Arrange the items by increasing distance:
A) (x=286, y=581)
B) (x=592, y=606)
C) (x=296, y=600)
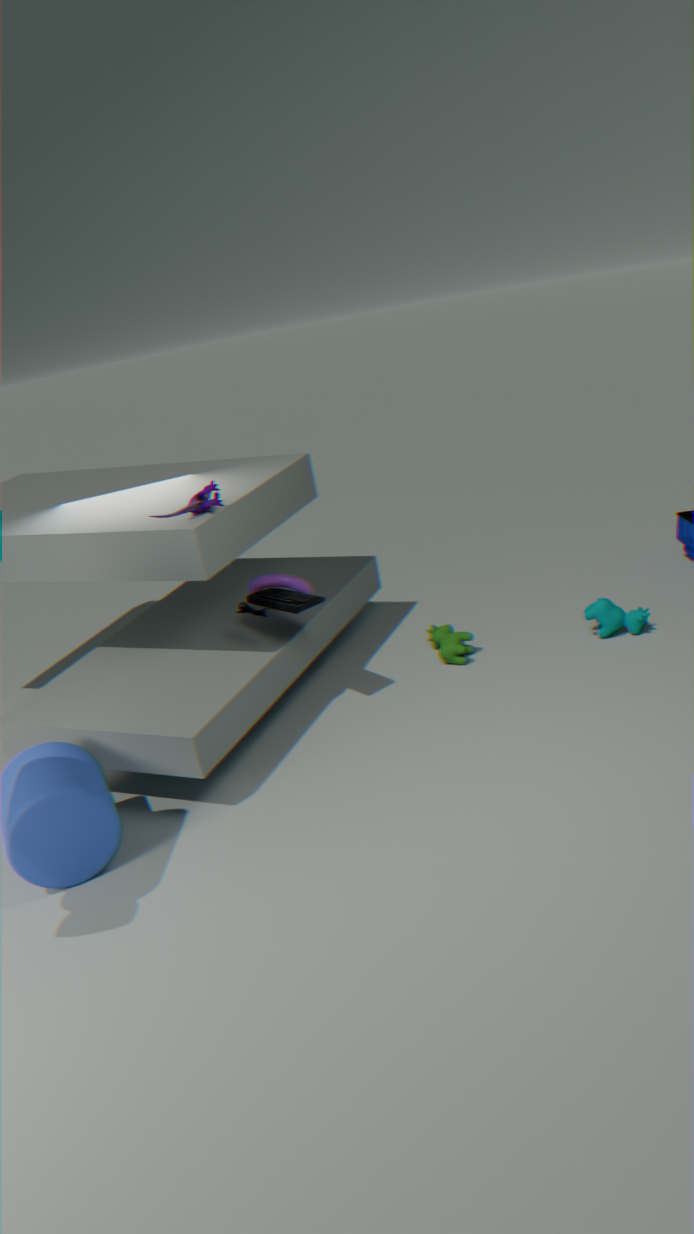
(x=296, y=600)
(x=286, y=581)
(x=592, y=606)
